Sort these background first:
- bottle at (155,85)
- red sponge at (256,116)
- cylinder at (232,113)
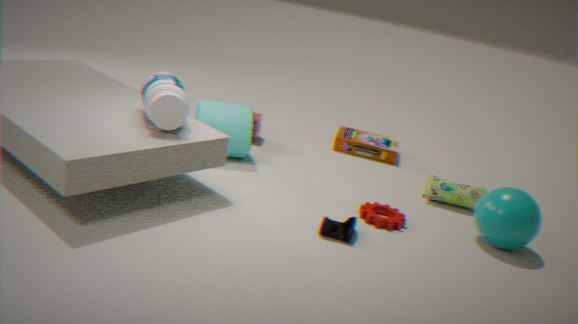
red sponge at (256,116) < cylinder at (232,113) < bottle at (155,85)
